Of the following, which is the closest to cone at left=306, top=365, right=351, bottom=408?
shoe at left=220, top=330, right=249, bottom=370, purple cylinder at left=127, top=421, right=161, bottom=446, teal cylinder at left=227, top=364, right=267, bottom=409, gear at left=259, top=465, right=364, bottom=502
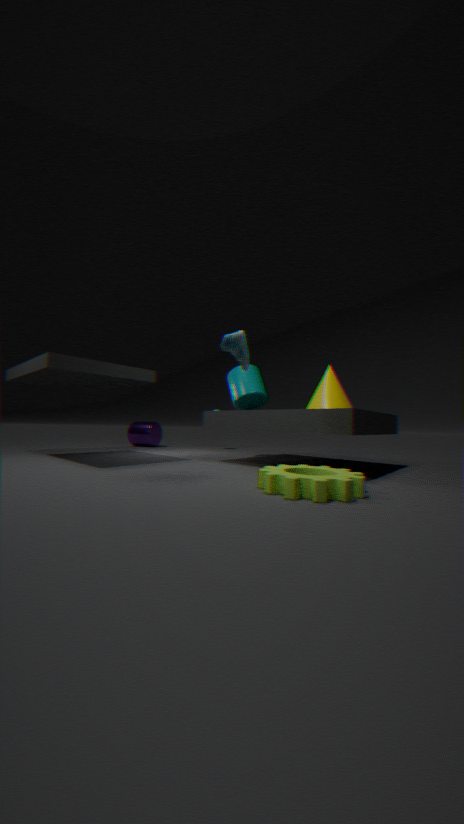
teal cylinder at left=227, top=364, right=267, bottom=409
